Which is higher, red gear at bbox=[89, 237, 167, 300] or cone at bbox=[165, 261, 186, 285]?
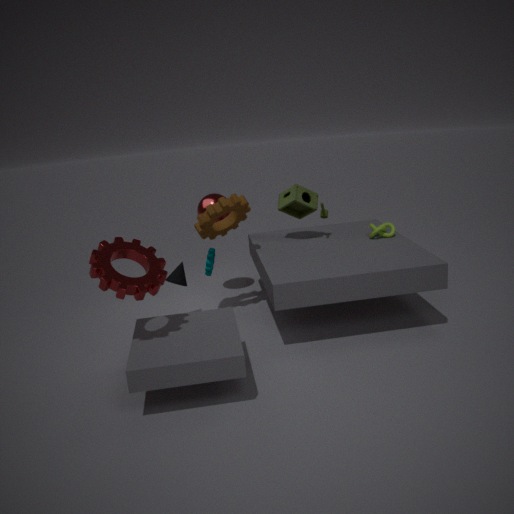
red gear at bbox=[89, 237, 167, 300]
